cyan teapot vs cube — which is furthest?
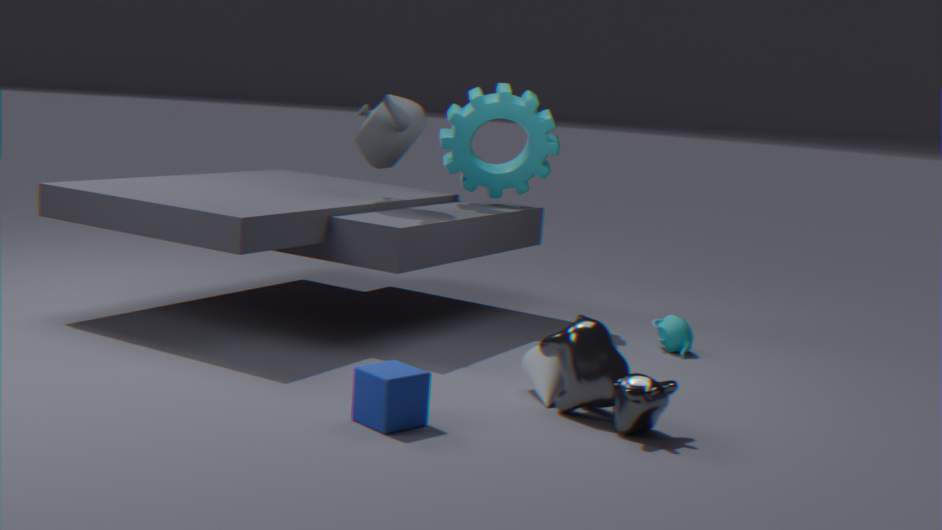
cyan teapot
